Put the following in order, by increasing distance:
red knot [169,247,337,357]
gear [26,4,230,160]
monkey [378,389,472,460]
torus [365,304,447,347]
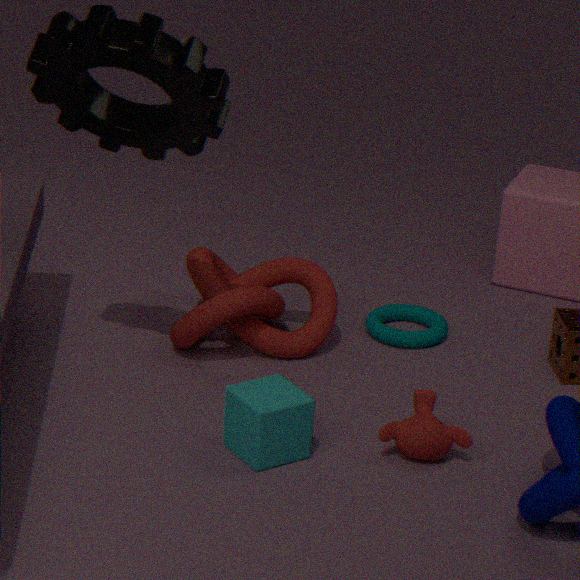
1. gear [26,4,230,160]
2. monkey [378,389,472,460]
3. red knot [169,247,337,357]
4. torus [365,304,447,347]
